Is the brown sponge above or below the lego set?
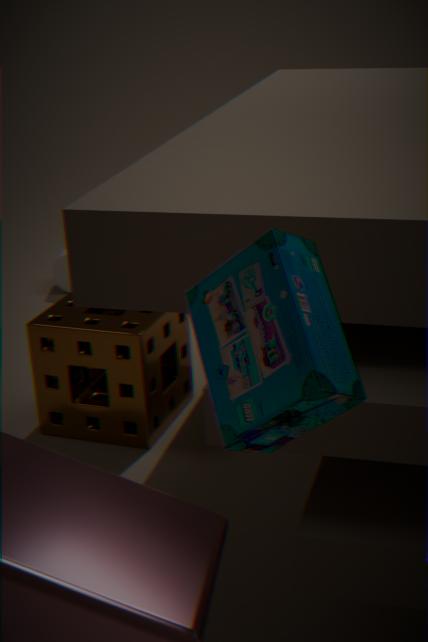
below
